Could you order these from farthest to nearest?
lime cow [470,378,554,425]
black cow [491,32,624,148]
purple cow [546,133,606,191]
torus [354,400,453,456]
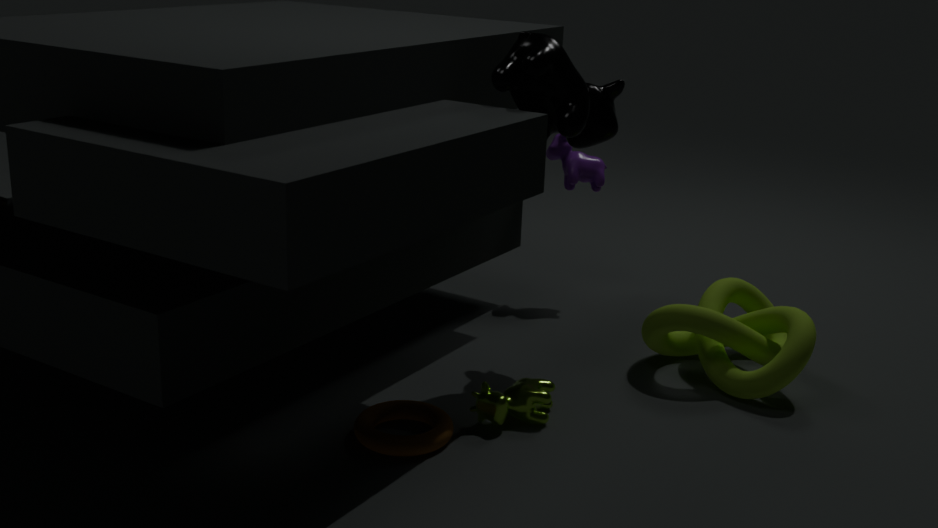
purple cow [546,133,606,191] < black cow [491,32,624,148] < lime cow [470,378,554,425] < torus [354,400,453,456]
